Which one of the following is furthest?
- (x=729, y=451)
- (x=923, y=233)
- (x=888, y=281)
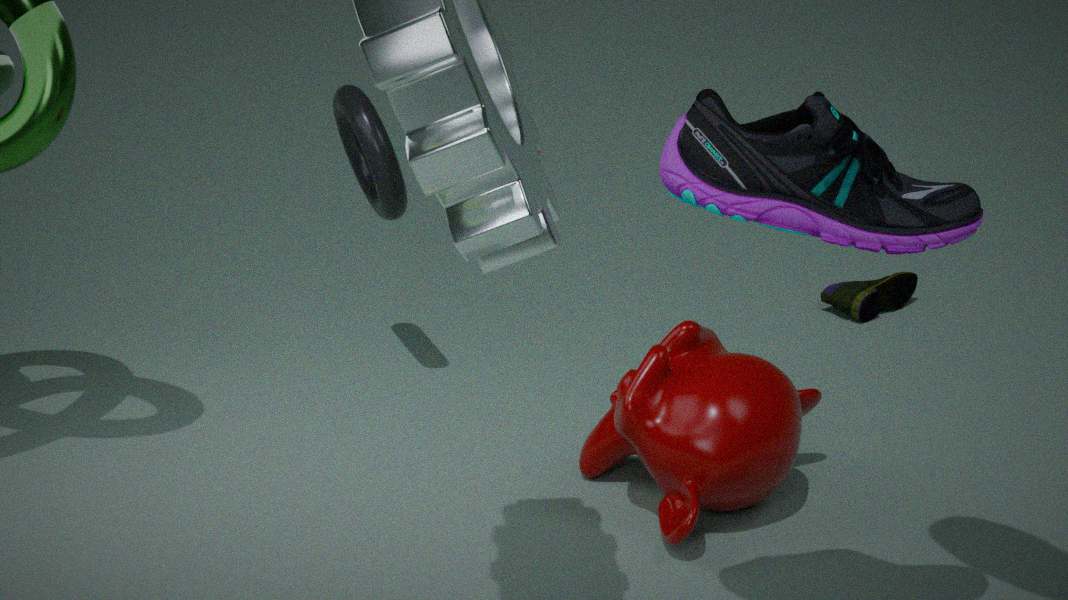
(x=888, y=281)
